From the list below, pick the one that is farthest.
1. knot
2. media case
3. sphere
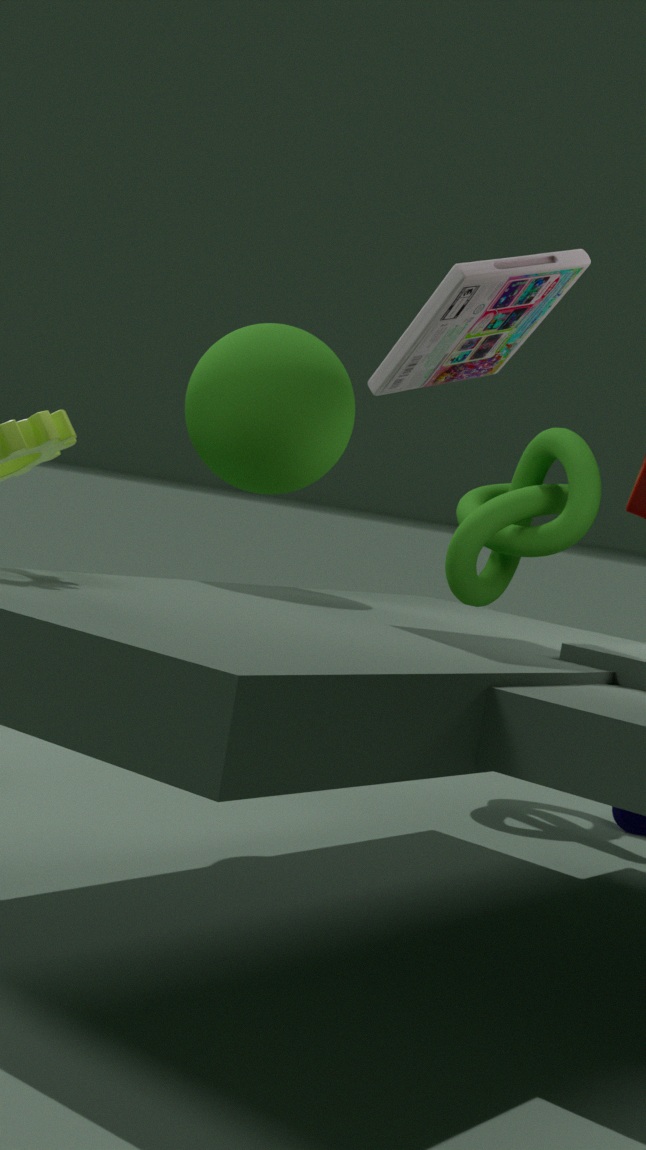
knot
